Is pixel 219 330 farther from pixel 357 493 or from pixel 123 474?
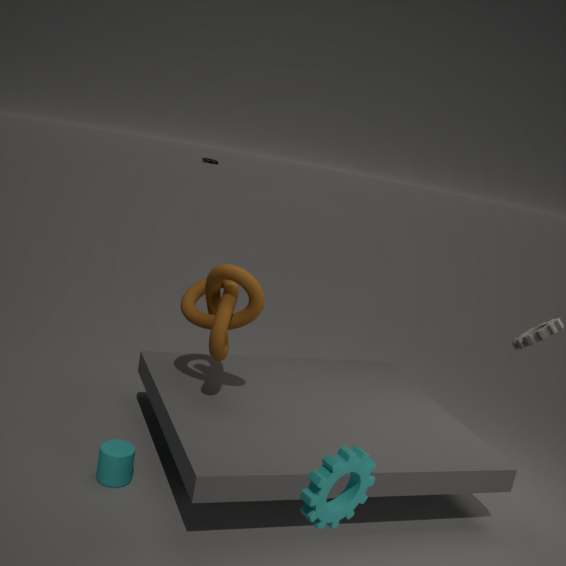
pixel 357 493
